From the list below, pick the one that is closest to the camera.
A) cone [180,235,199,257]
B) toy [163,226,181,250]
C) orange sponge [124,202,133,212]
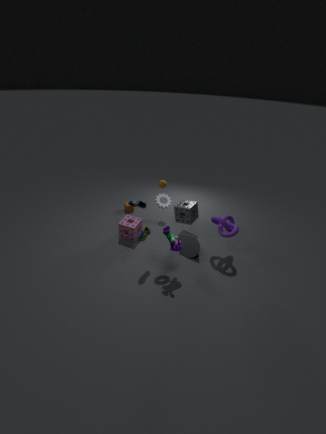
B. toy [163,226,181,250]
